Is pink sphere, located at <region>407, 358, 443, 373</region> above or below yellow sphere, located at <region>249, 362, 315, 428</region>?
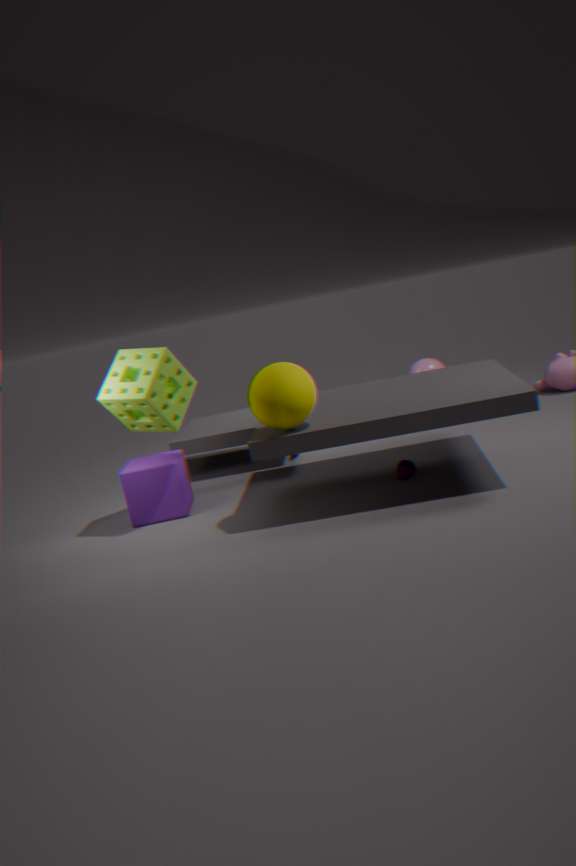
below
